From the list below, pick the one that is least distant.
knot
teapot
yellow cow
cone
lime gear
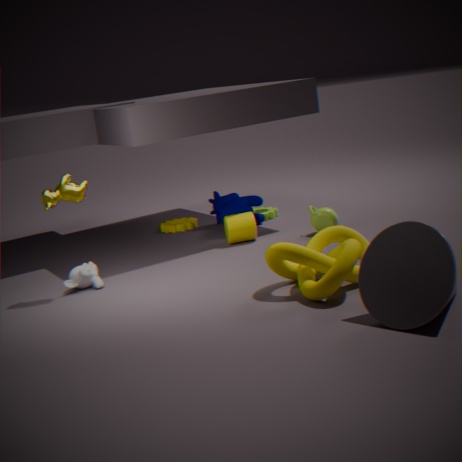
cone
